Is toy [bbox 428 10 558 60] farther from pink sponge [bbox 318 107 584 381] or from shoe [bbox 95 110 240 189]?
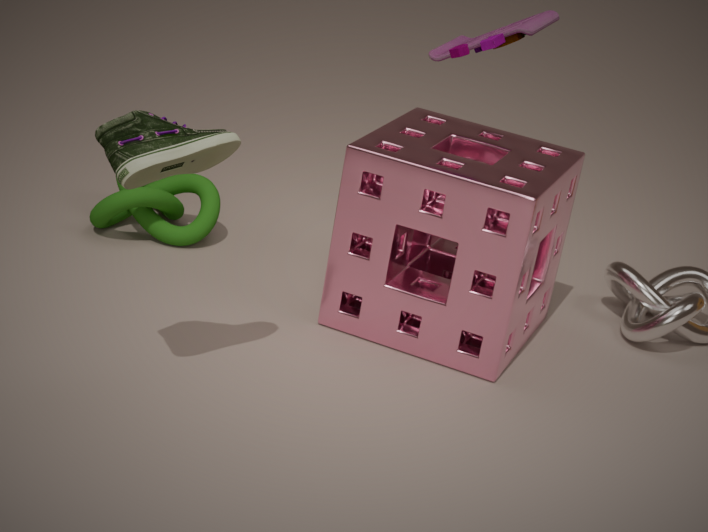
shoe [bbox 95 110 240 189]
